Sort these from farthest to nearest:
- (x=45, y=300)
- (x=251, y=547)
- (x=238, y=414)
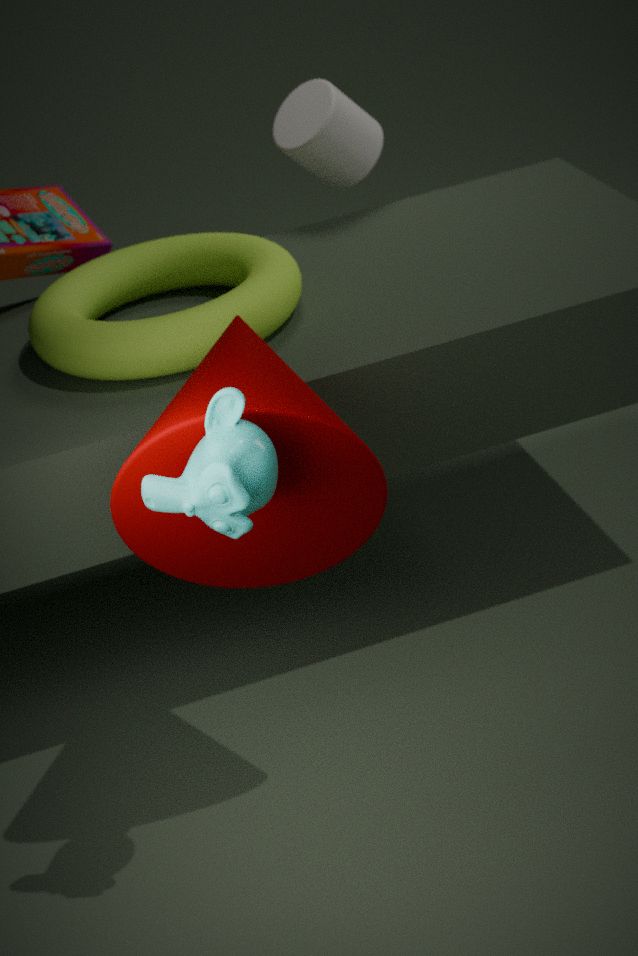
(x=45, y=300)
(x=251, y=547)
(x=238, y=414)
